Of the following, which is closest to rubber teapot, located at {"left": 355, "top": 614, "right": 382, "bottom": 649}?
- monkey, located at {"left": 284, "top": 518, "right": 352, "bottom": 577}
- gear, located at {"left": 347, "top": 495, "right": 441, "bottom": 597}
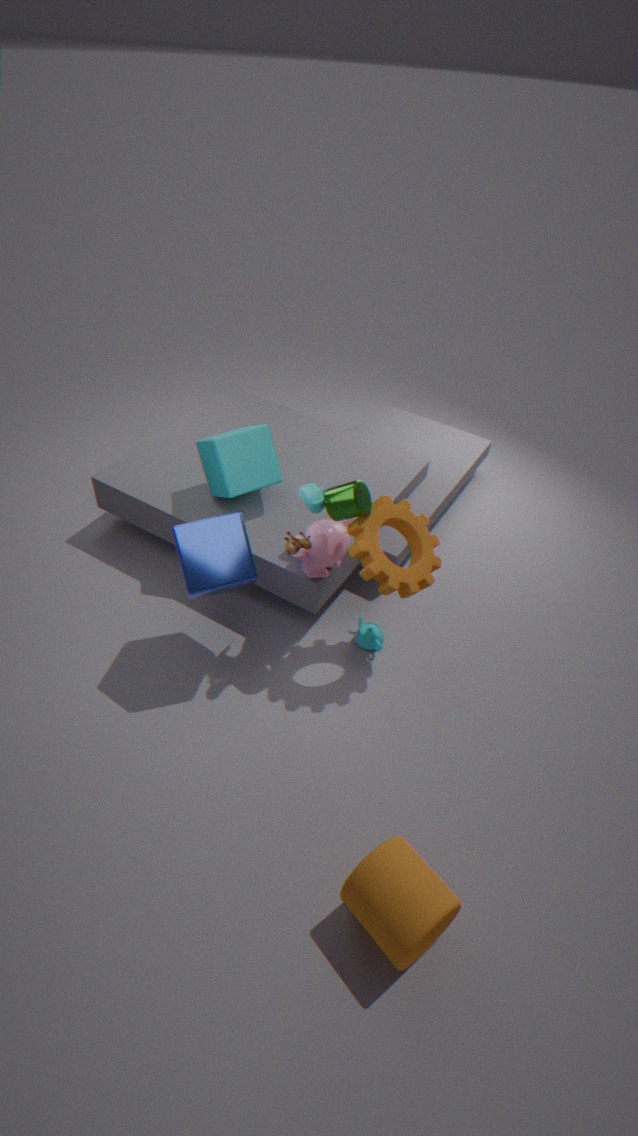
monkey, located at {"left": 284, "top": 518, "right": 352, "bottom": 577}
